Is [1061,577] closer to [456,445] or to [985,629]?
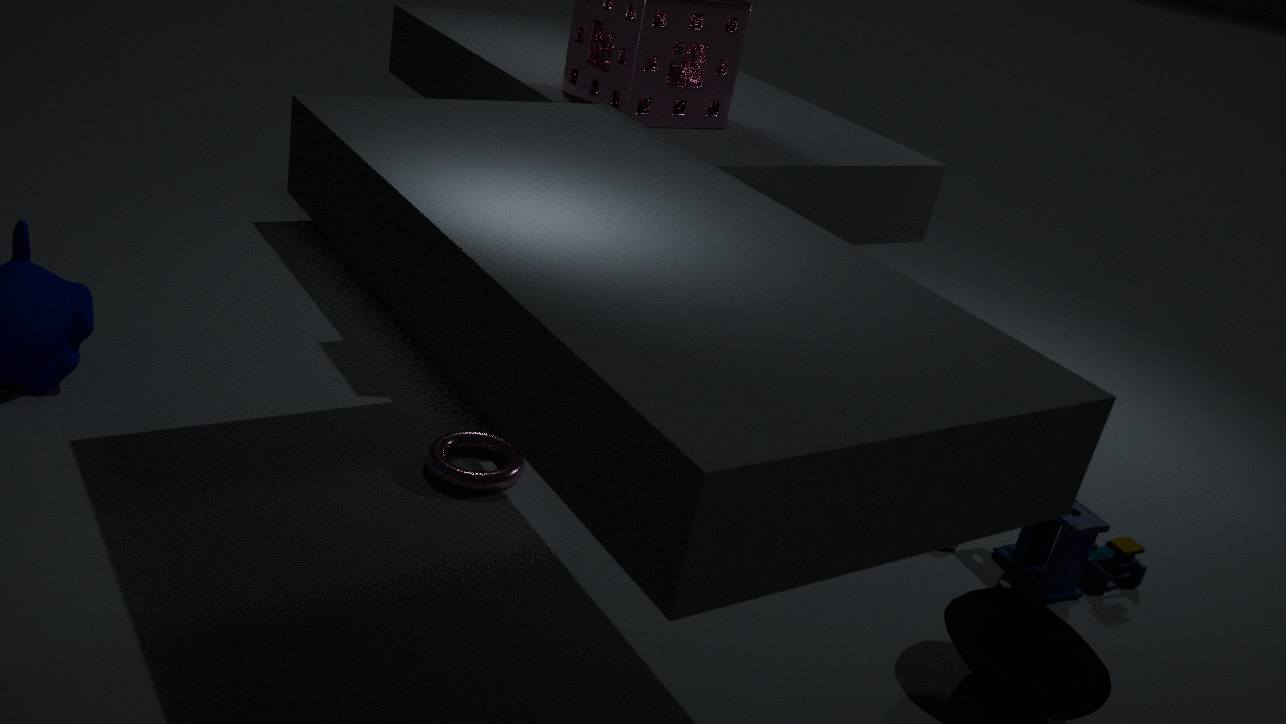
[985,629]
